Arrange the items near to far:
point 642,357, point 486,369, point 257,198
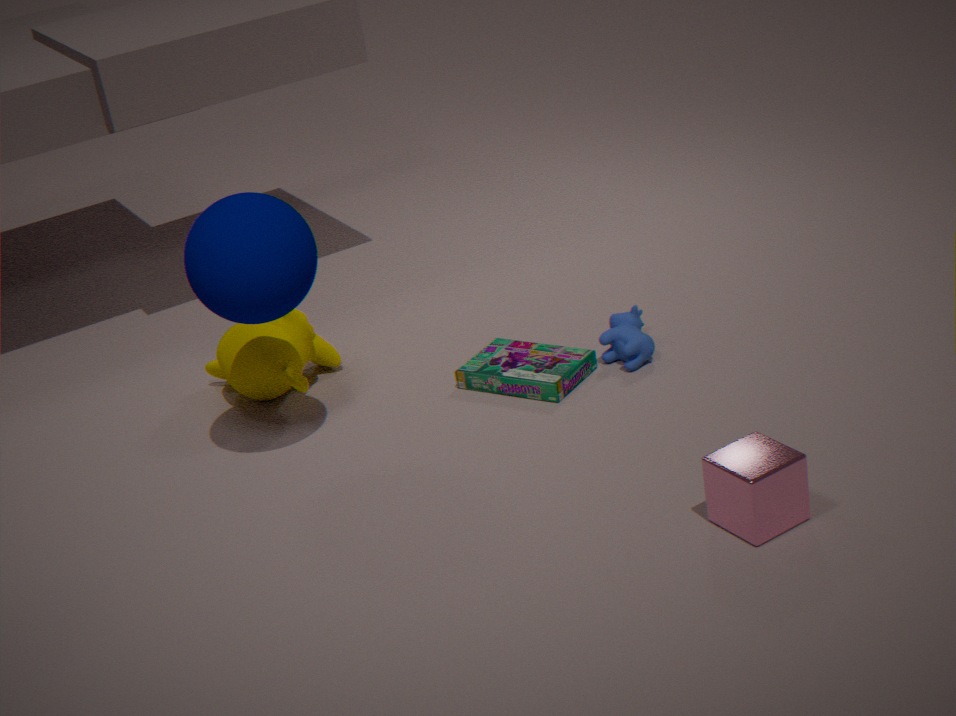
1. point 257,198
2. point 642,357
3. point 486,369
